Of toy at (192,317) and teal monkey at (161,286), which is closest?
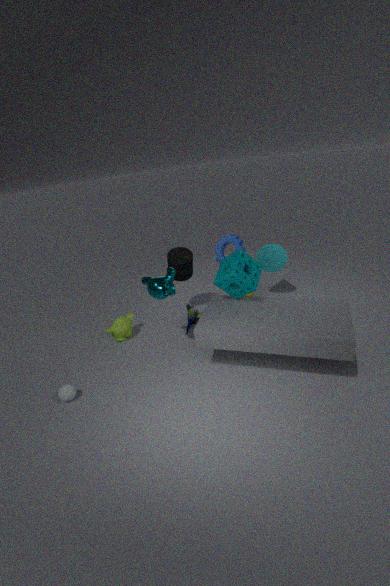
teal monkey at (161,286)
